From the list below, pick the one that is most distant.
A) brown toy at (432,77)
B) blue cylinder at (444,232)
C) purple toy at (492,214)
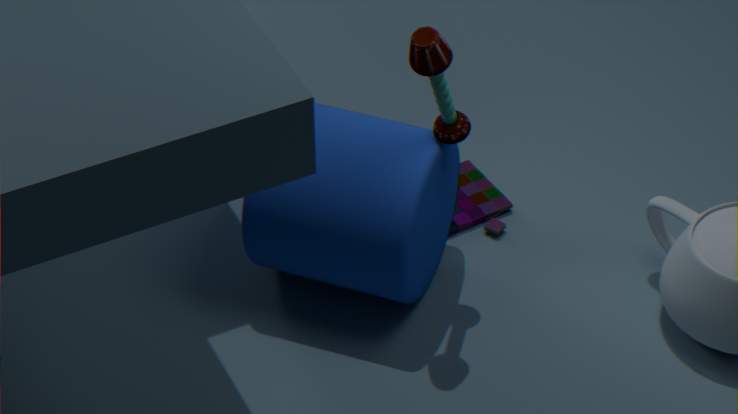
purple toy at (492,214)
